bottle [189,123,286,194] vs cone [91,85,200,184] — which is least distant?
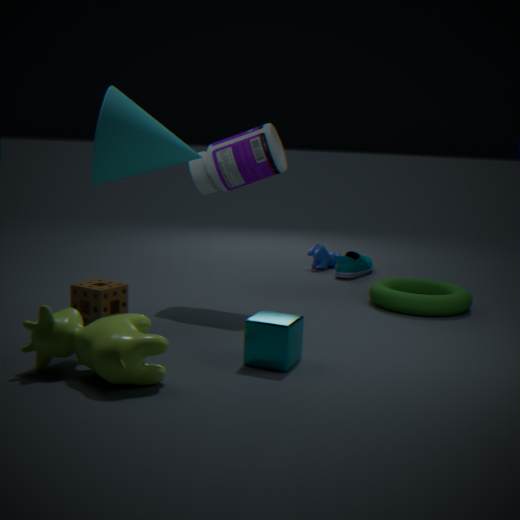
cone [91,85,200,184]
